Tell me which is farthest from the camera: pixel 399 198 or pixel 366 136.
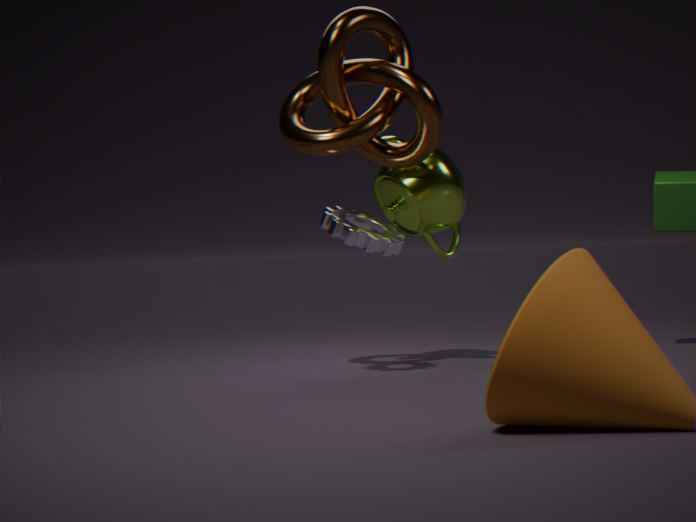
pixel 399 198
